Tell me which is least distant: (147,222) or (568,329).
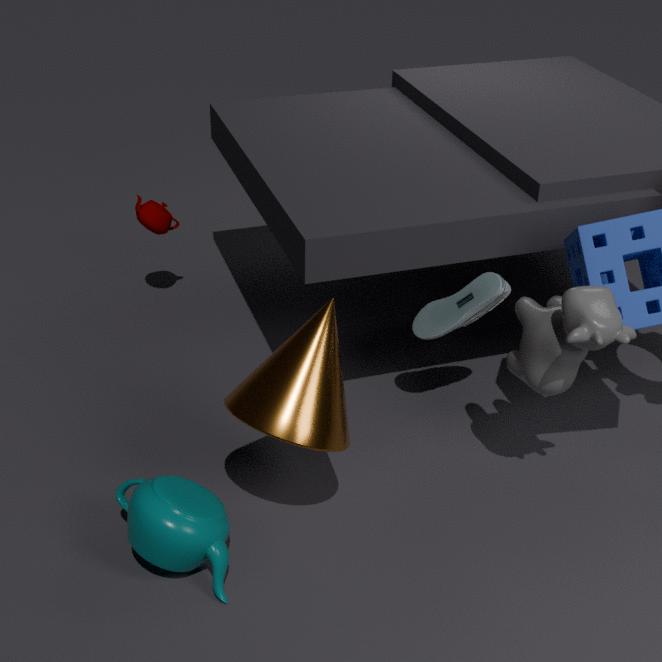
(568,329)
